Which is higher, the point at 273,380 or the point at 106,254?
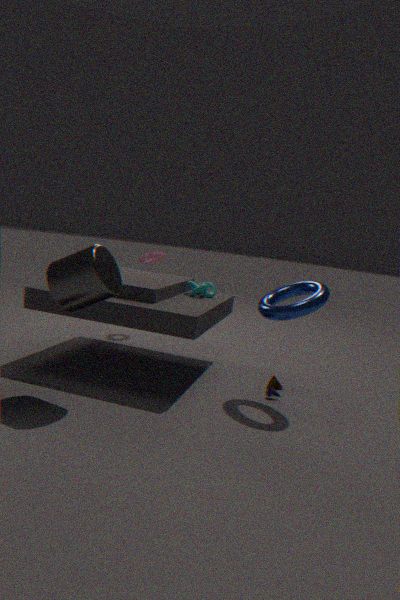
the point at 106,254
